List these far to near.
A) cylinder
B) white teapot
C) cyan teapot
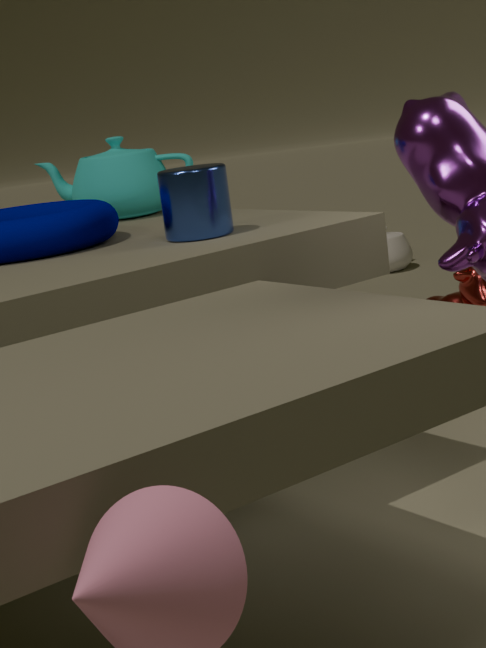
white teapot < cyan teapot < cylinder
